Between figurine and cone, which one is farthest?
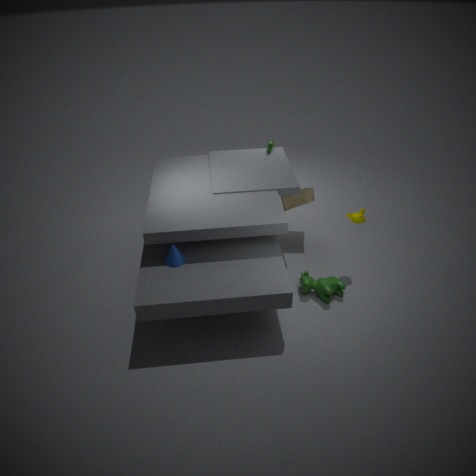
figurine
